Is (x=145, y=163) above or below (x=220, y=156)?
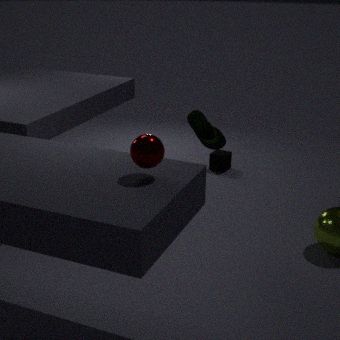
above
